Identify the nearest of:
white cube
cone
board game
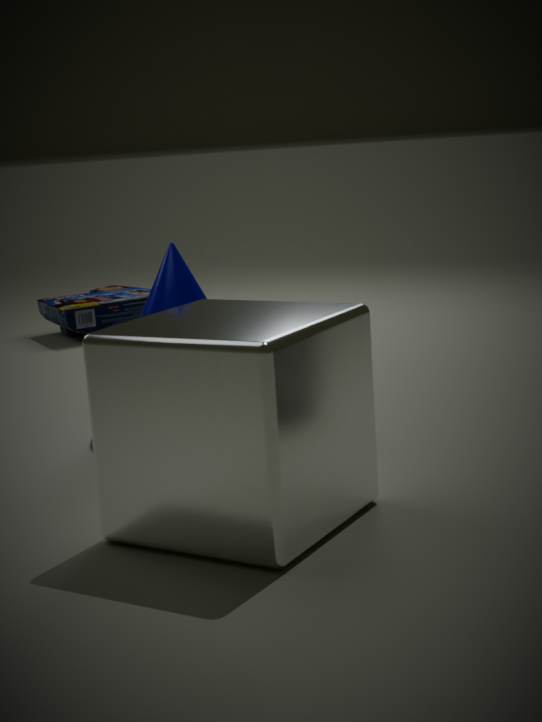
white cube
